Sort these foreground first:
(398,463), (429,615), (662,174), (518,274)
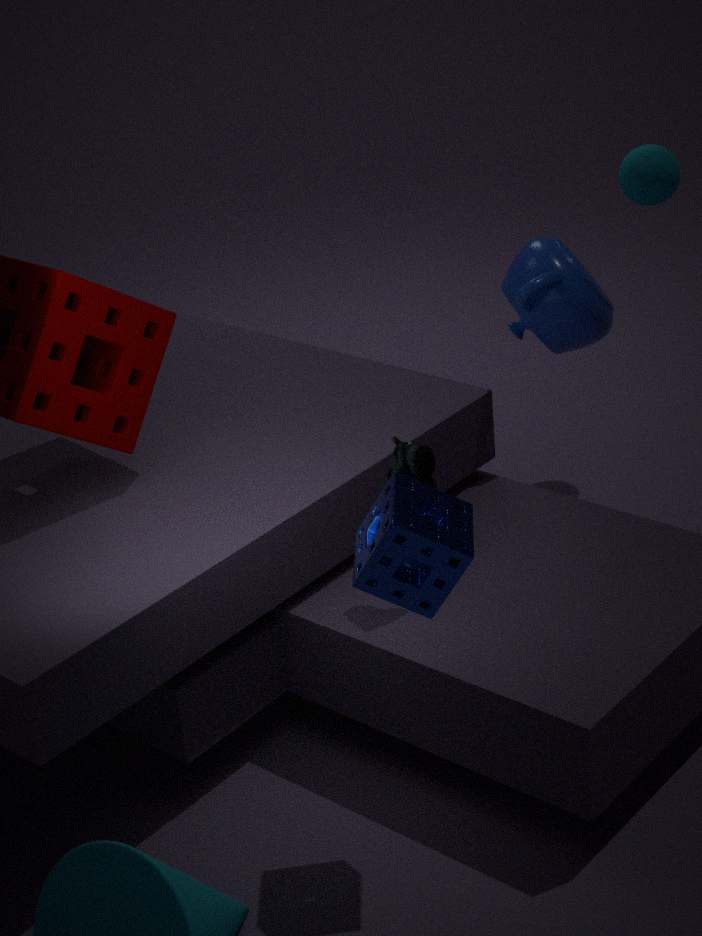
(429,615) < (398,463) < (518,274) < (662,174)
